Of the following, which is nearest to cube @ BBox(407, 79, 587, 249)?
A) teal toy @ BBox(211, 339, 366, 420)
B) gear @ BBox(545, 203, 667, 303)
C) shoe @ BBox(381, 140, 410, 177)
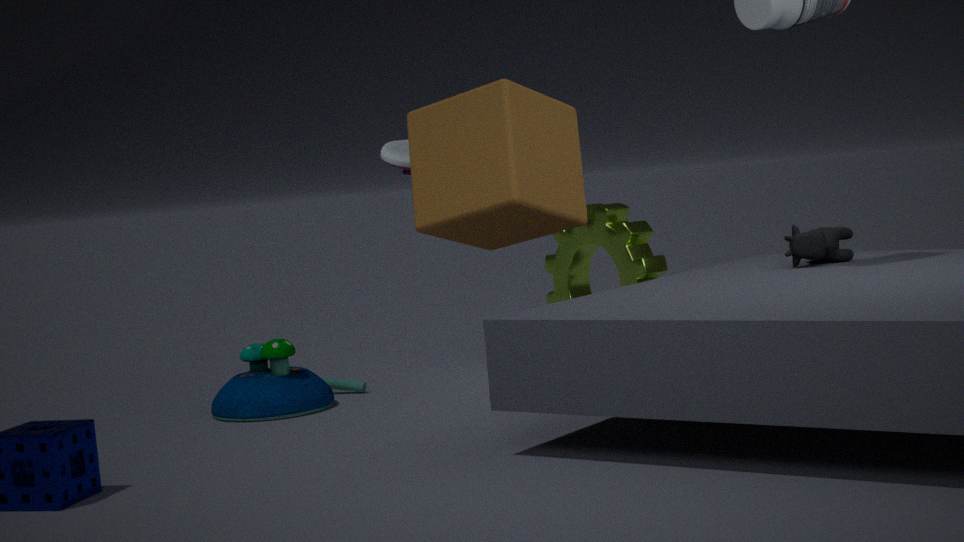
shoe @ BBox(381, 140, 410, 177)
